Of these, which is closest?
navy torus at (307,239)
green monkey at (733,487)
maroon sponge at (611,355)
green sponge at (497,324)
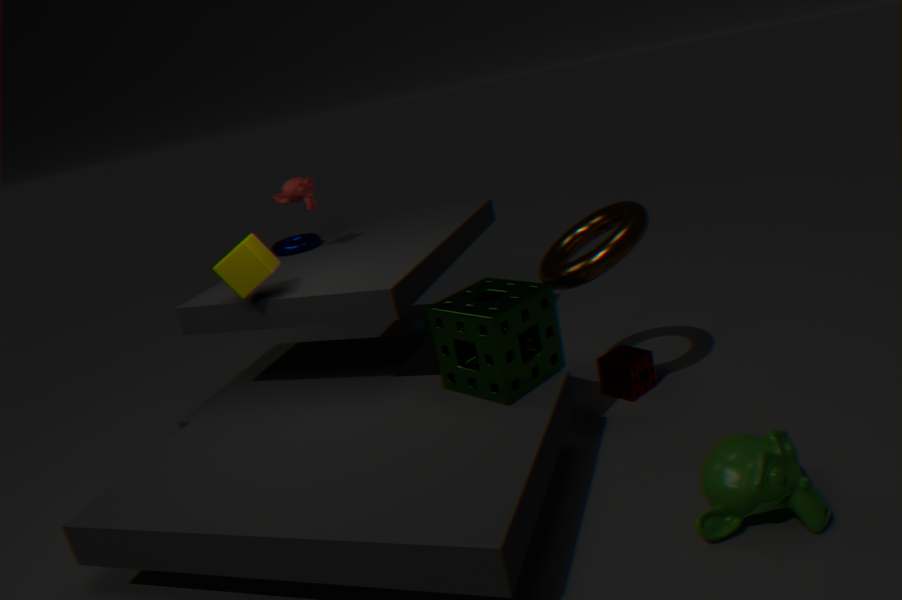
Result: green monkey at (733,487)
